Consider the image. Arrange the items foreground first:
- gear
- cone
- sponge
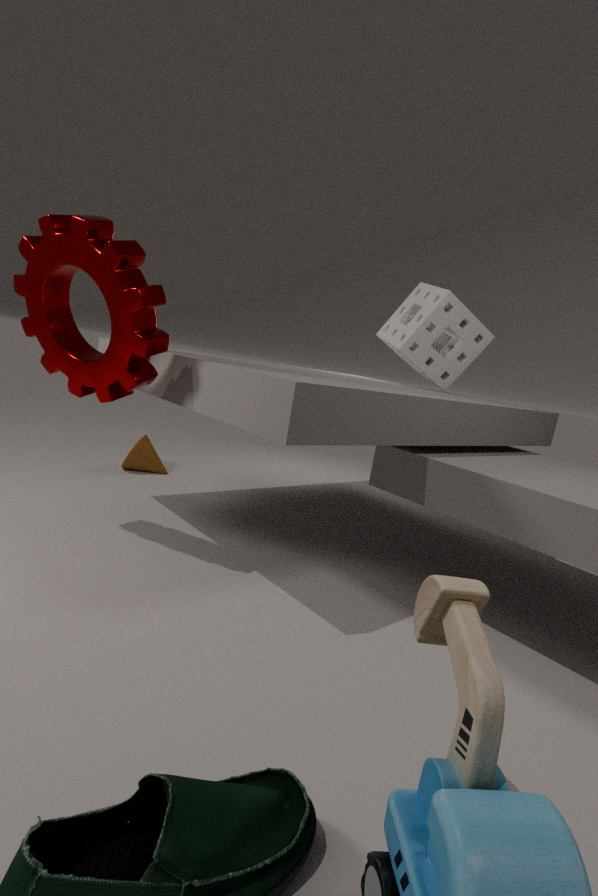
gear, sponge, cone
